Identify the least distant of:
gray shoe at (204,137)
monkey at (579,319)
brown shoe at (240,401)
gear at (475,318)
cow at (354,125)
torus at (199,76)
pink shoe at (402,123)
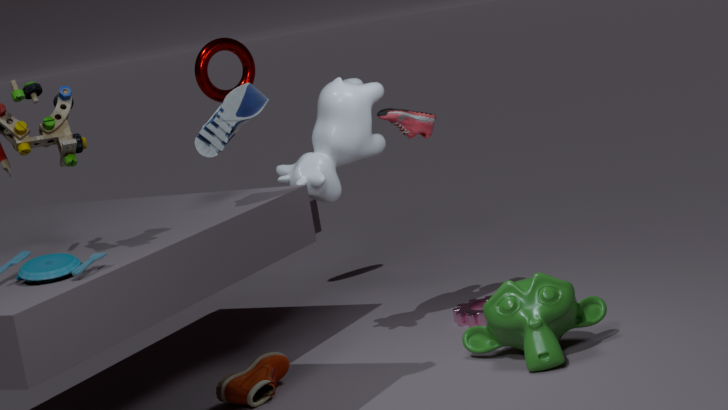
gray shoe at (204,137)
